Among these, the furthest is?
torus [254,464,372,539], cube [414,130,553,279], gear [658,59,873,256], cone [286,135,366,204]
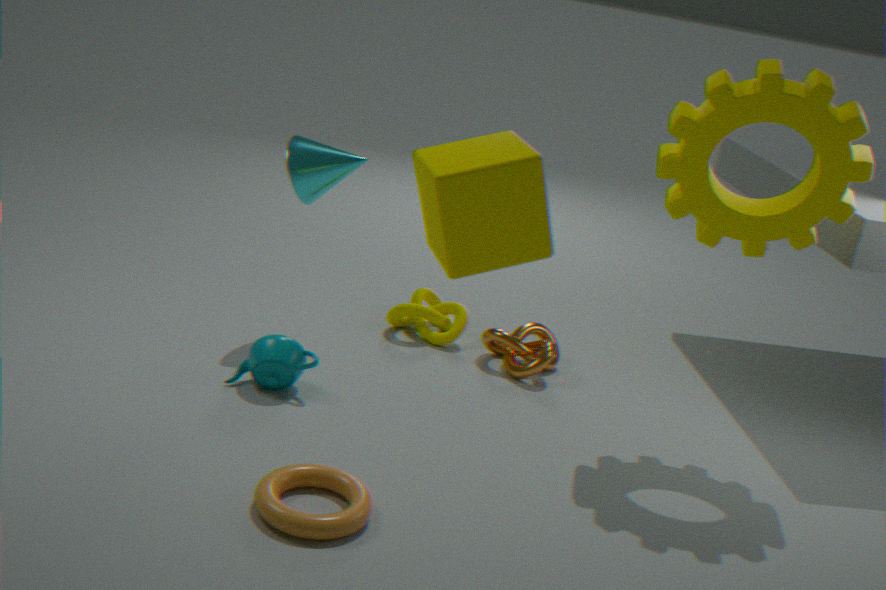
cone [286,135,366,204]
